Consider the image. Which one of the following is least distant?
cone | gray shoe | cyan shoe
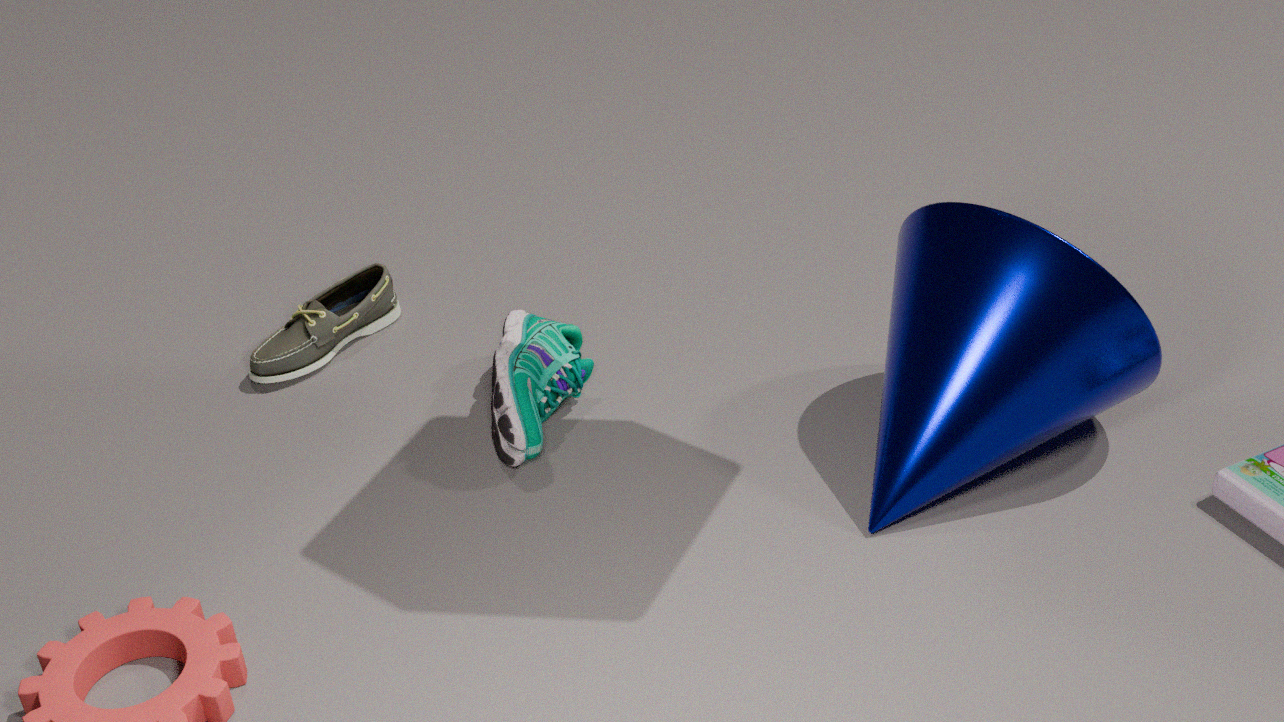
cone
